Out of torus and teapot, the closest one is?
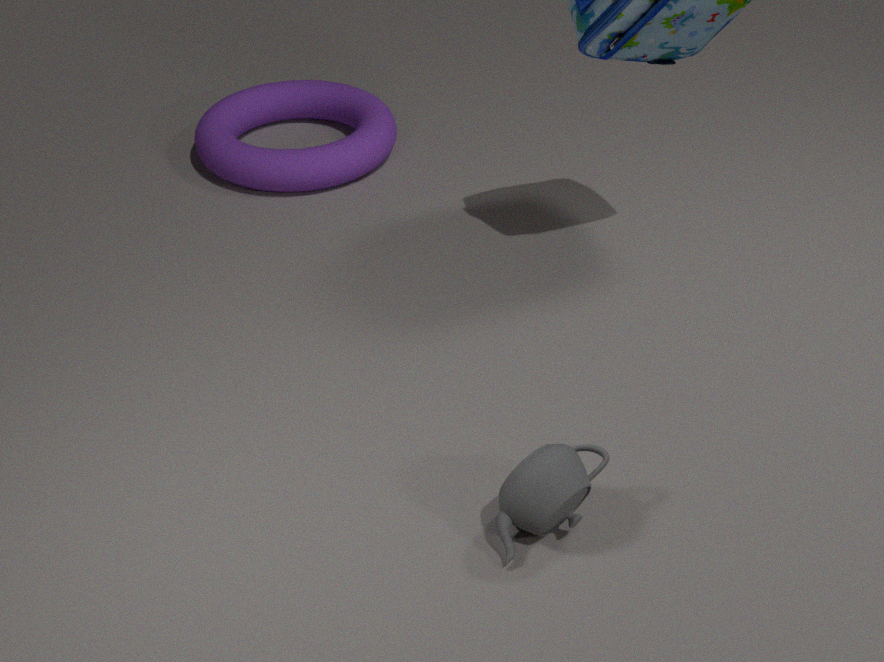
teapot
